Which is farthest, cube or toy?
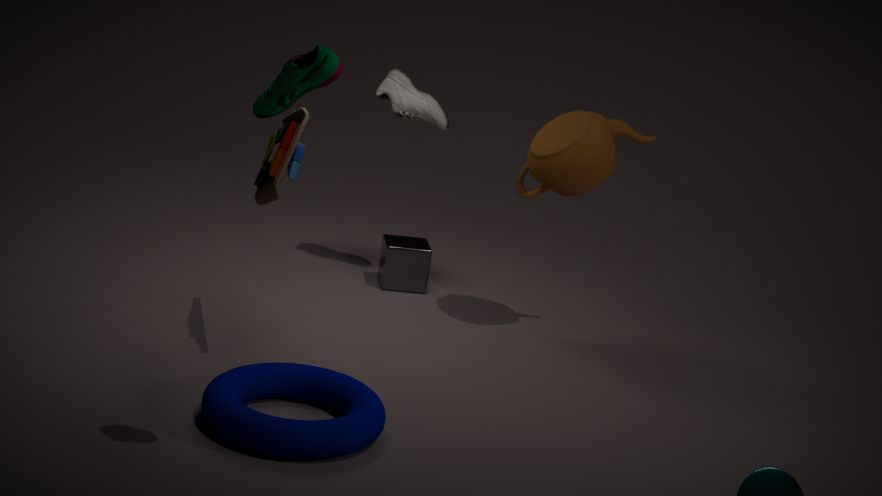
cube
